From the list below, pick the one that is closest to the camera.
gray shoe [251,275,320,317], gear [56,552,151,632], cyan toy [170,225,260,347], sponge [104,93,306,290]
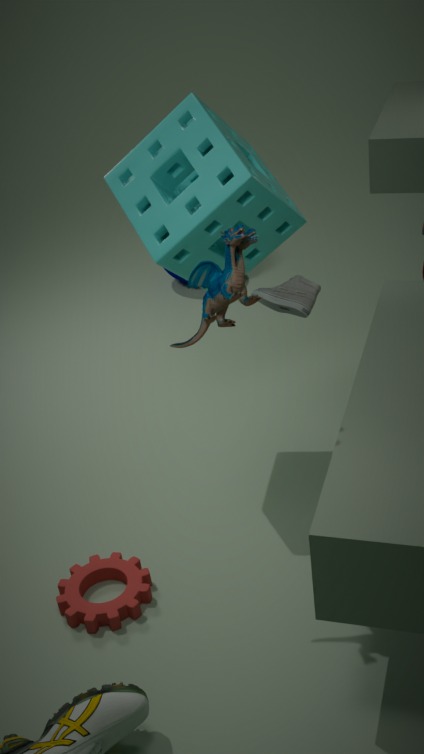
cyan toy [170,225,260,347]
